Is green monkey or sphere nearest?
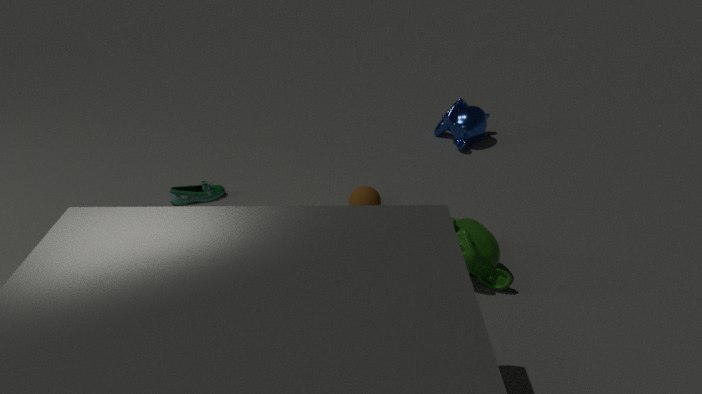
green monkey
